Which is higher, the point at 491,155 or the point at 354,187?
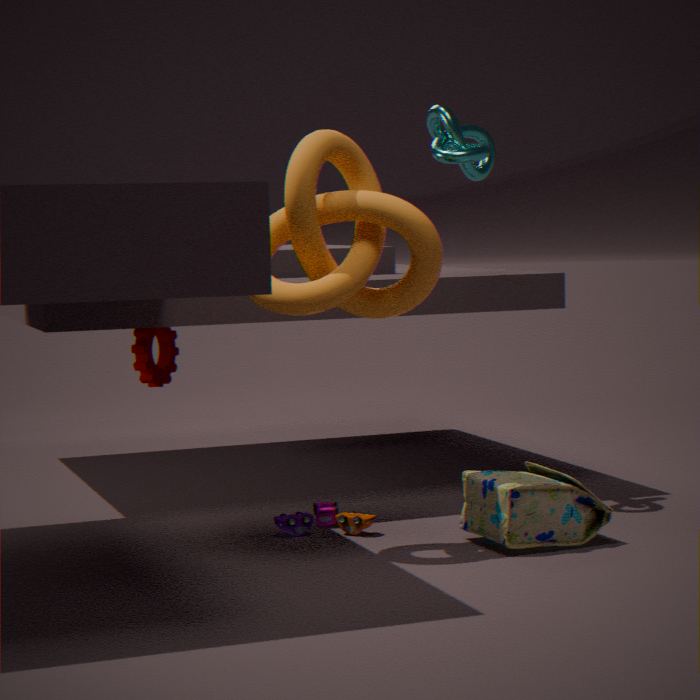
the point at 491,155
